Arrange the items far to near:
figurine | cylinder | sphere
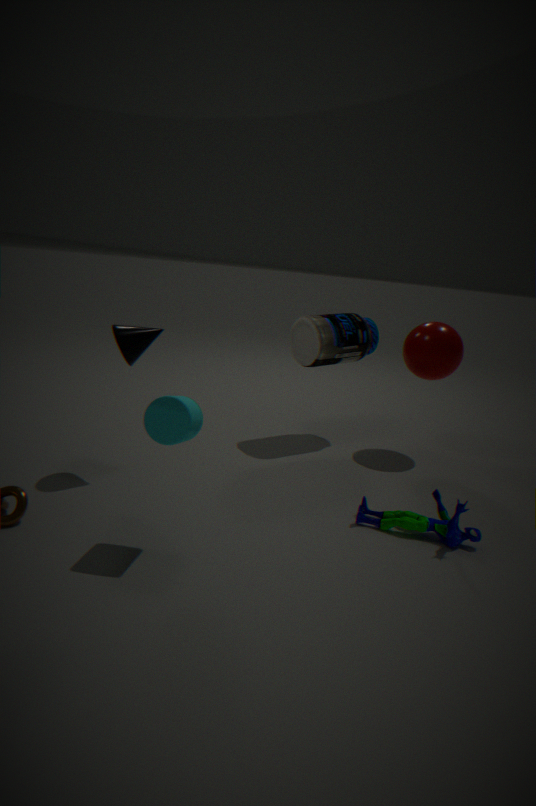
sphere < figurine < cylinder
